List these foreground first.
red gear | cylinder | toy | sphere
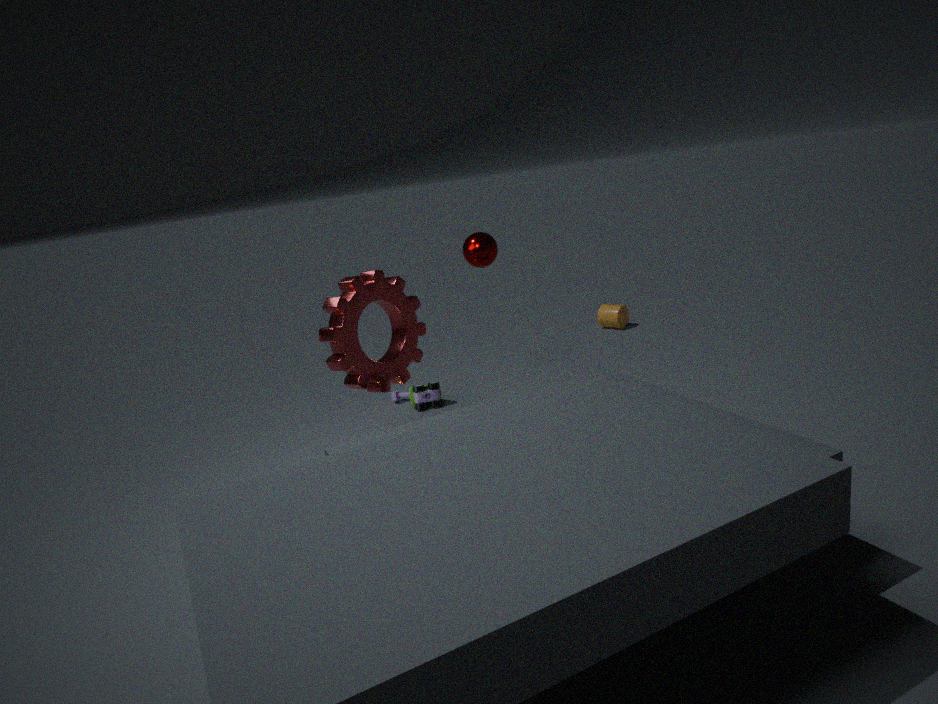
red gear
sphere
toy
cylinder
